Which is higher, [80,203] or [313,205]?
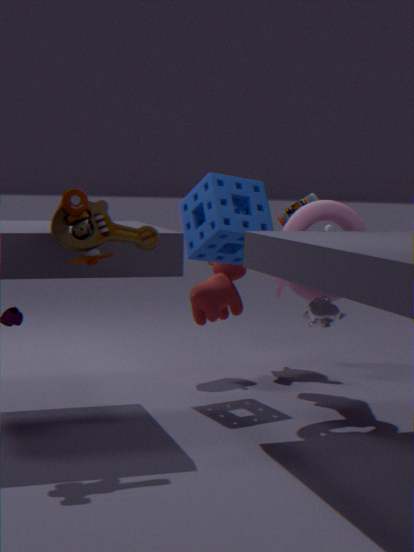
[80,203]
